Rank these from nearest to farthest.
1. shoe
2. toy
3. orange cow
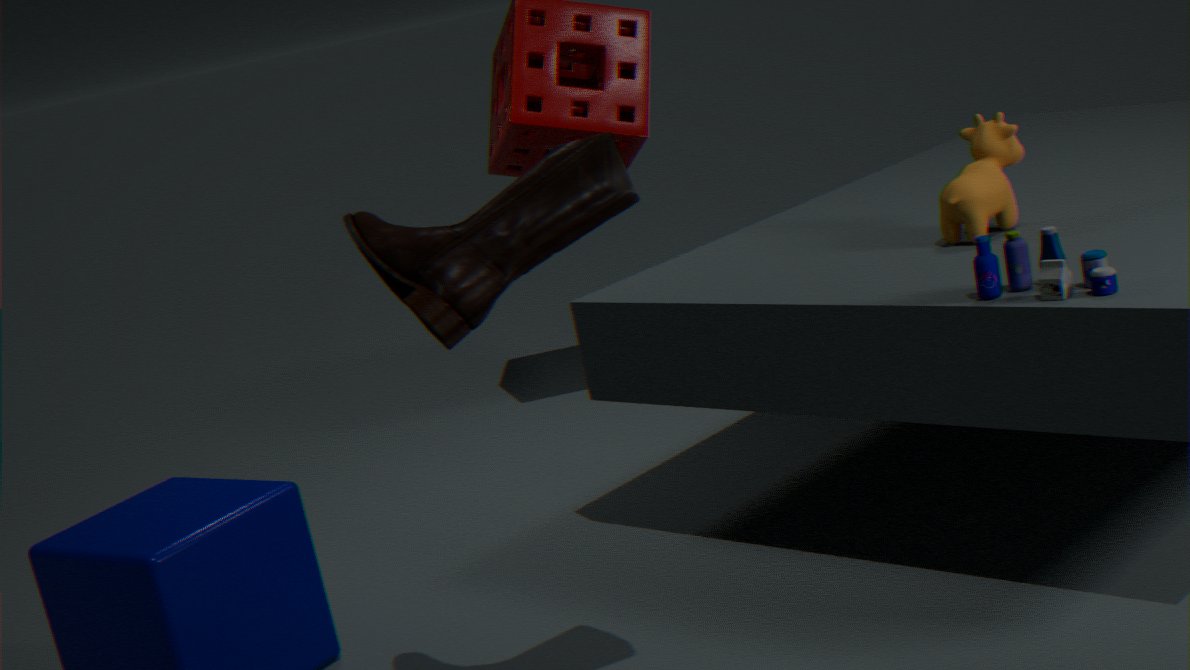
1. shoe
2. toy
3. orange cow
